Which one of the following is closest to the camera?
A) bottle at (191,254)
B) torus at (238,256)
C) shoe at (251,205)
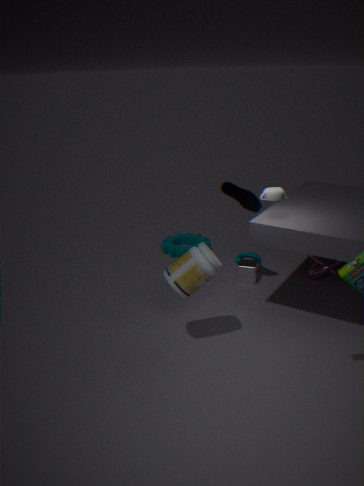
bottle at (191,254)
